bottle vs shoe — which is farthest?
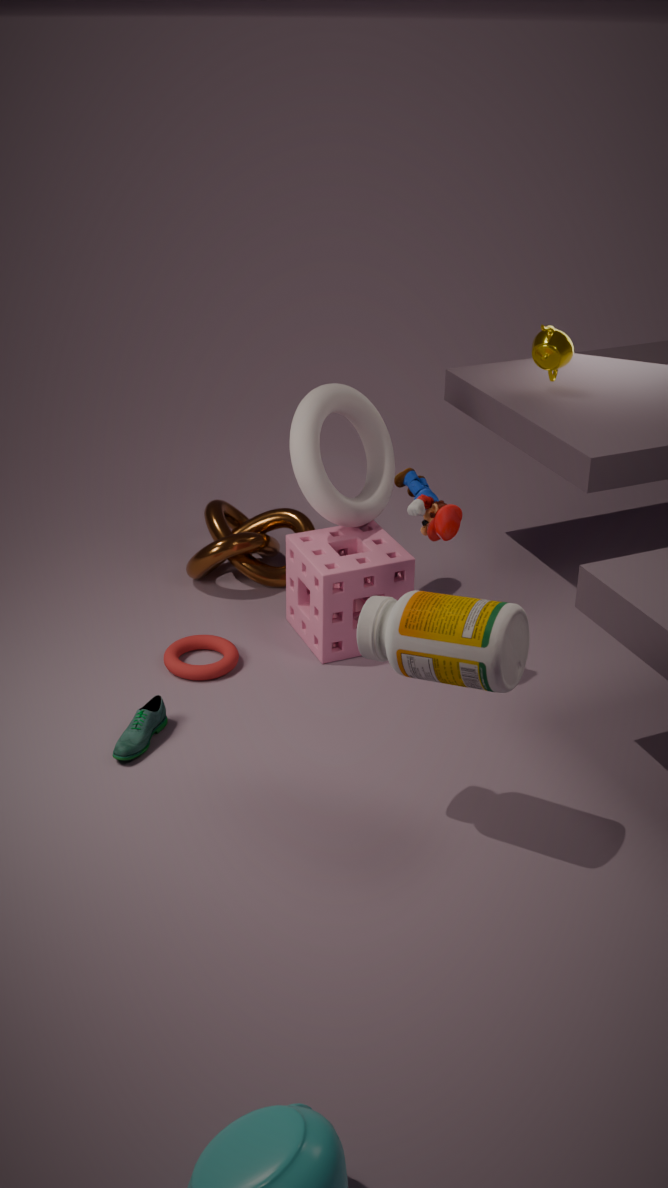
shoe
